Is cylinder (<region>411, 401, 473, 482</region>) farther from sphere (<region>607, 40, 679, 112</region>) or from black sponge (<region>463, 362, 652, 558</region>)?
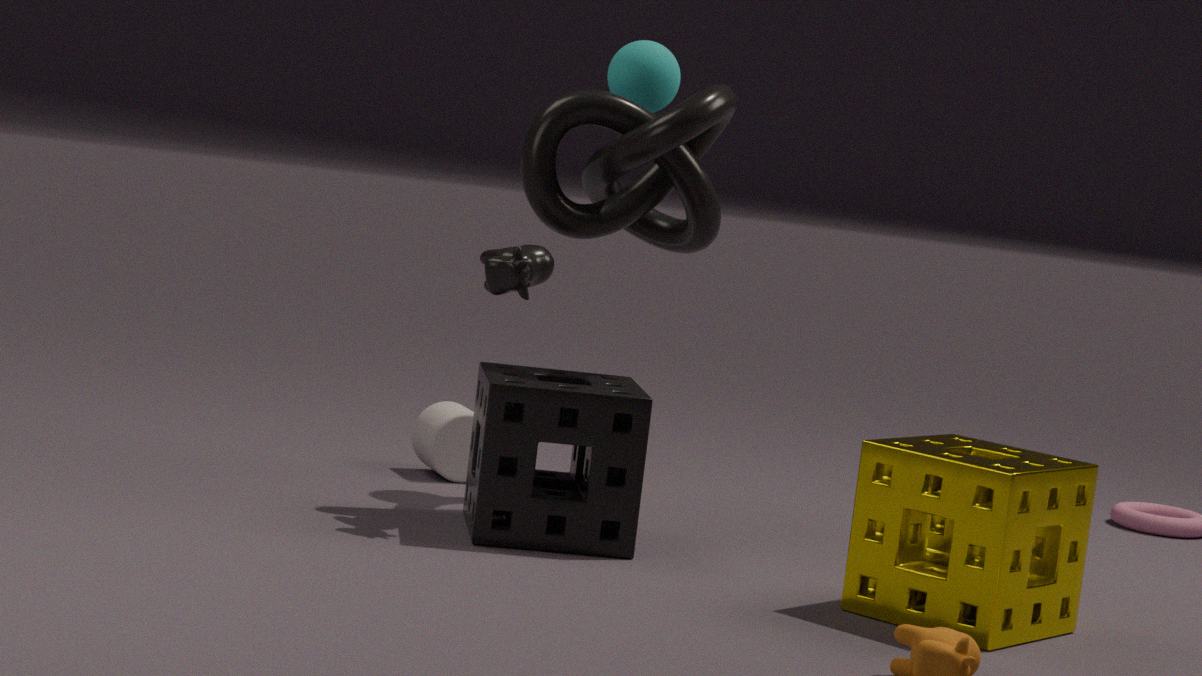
sphere (<region>607, 40, 679, 112</region>)
